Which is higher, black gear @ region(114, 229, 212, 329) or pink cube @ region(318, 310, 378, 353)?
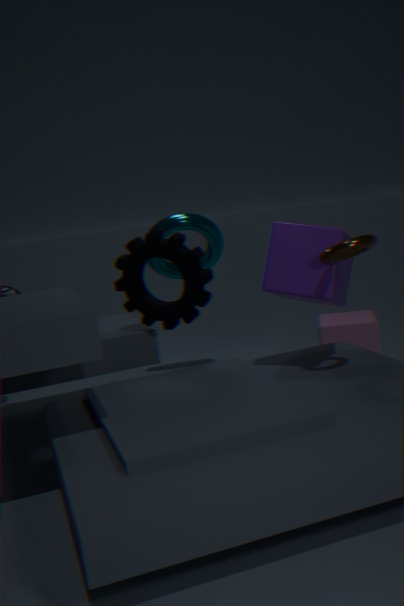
black gear @ region(114, 229, 212, 329)
